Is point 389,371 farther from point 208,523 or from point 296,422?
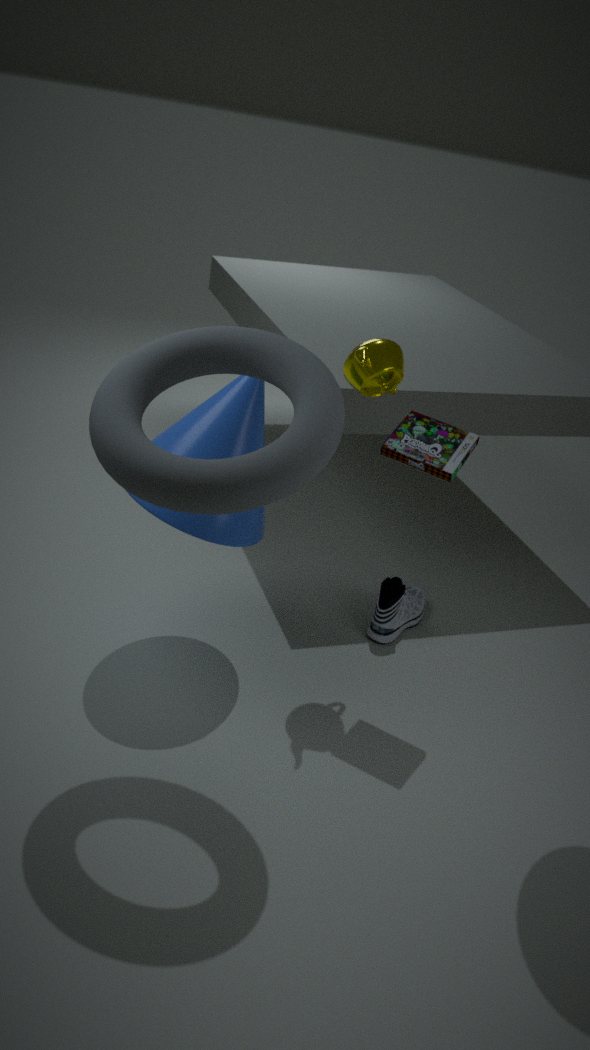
point 296,422
